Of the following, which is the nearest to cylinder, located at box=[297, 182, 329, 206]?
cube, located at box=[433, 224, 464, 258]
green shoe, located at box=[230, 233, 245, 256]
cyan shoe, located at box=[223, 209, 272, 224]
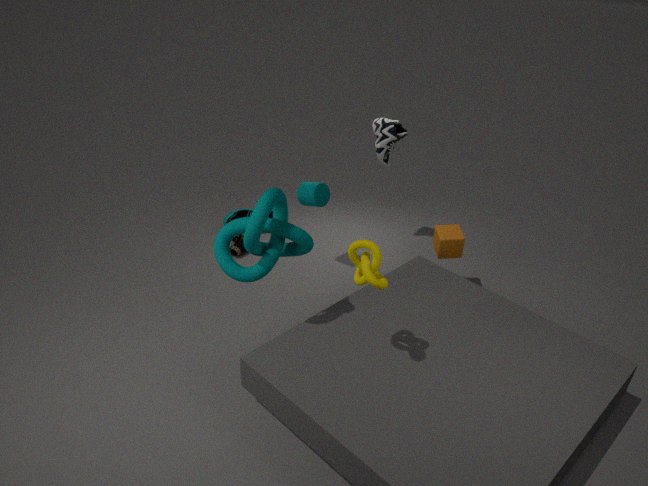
green shoe, located at box=[230, 233, 245, 256]
